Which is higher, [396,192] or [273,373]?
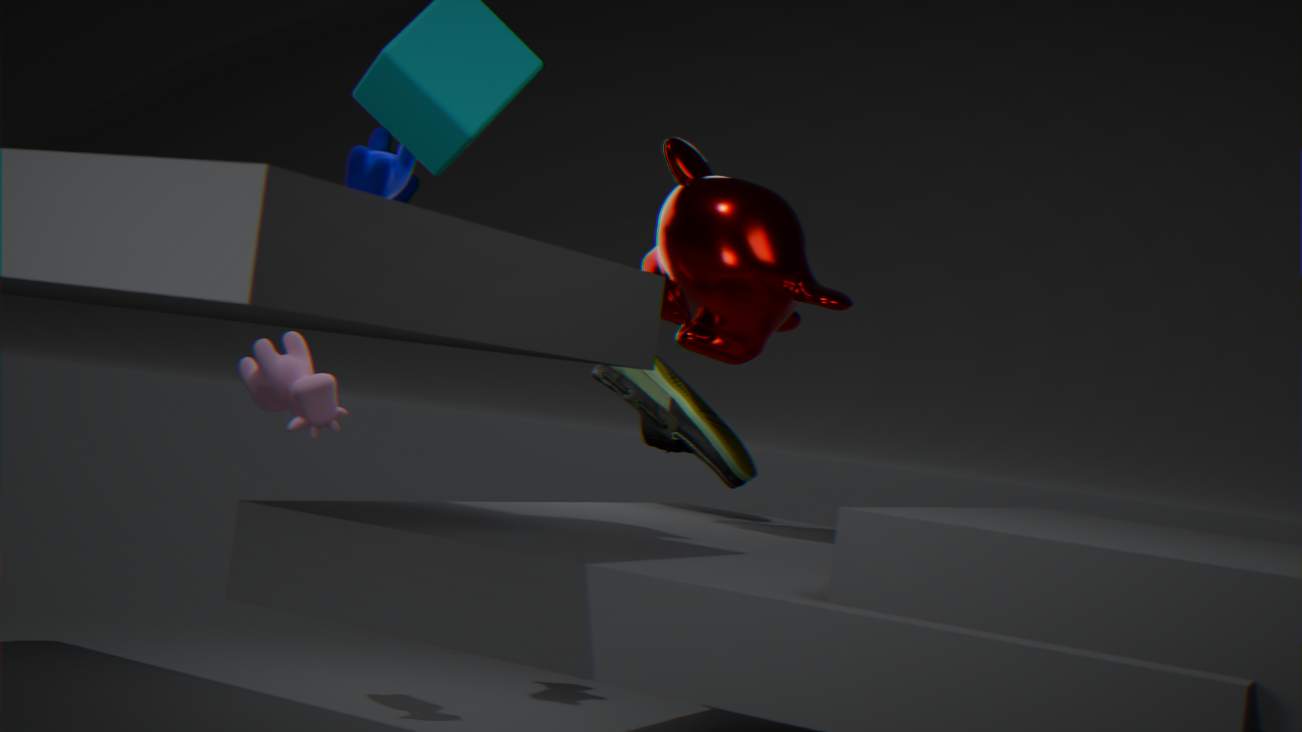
[396,192]
